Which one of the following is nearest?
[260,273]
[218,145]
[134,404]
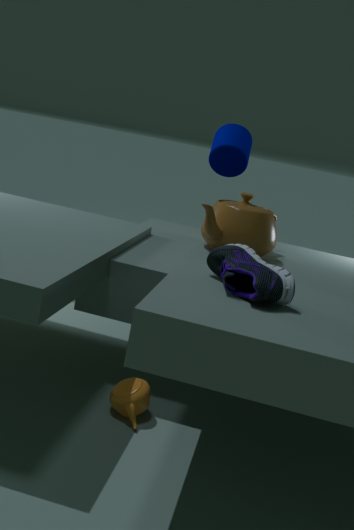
[260,273]
